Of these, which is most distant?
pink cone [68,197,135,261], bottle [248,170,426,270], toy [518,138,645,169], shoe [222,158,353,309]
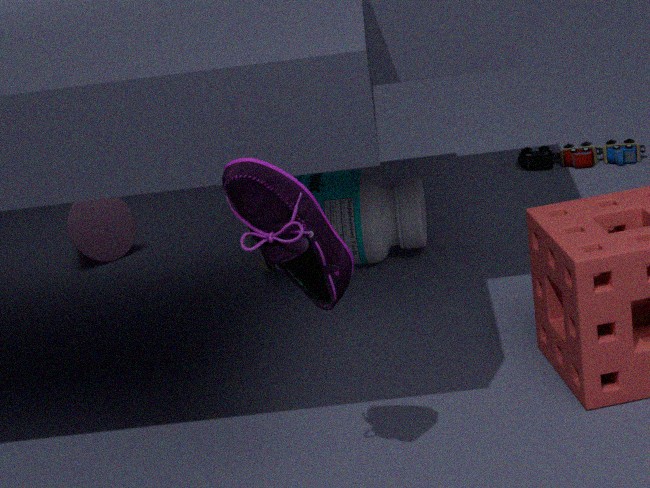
toy [518,138,645,169]
